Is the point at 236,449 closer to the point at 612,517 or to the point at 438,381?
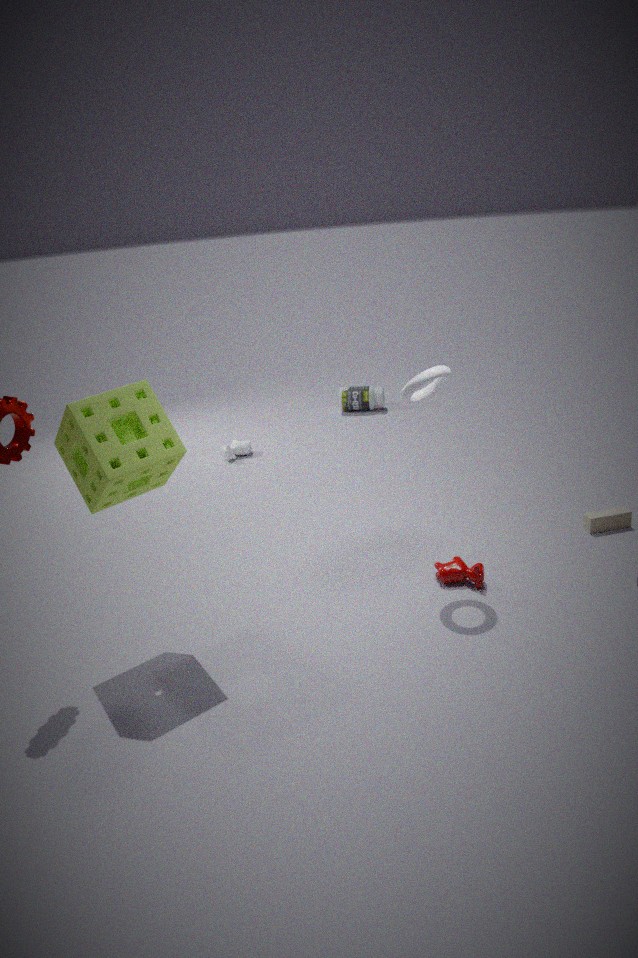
the point at 438,381
